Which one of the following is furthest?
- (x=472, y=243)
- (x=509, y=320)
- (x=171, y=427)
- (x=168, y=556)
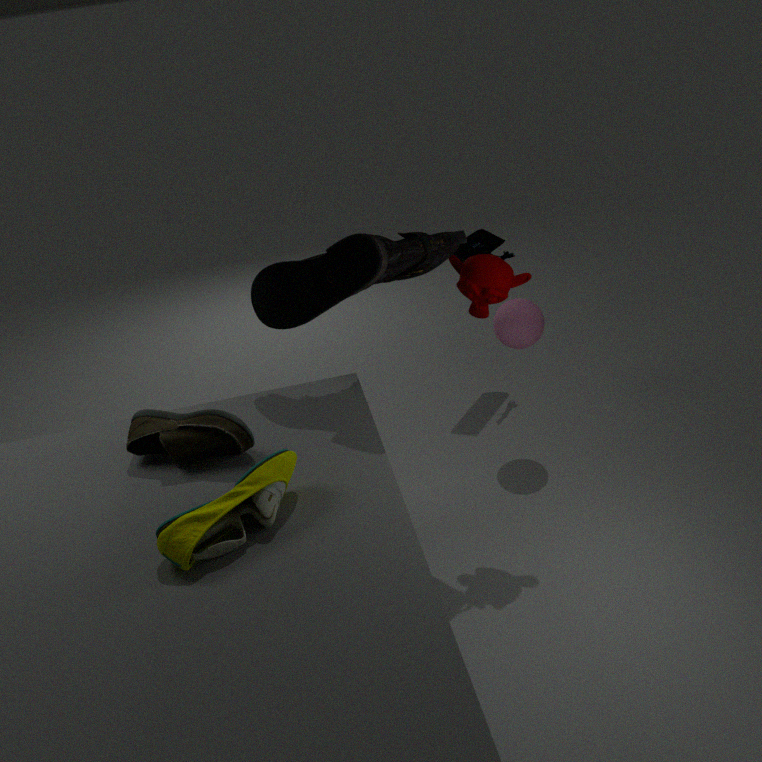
(x=472, y=243)
